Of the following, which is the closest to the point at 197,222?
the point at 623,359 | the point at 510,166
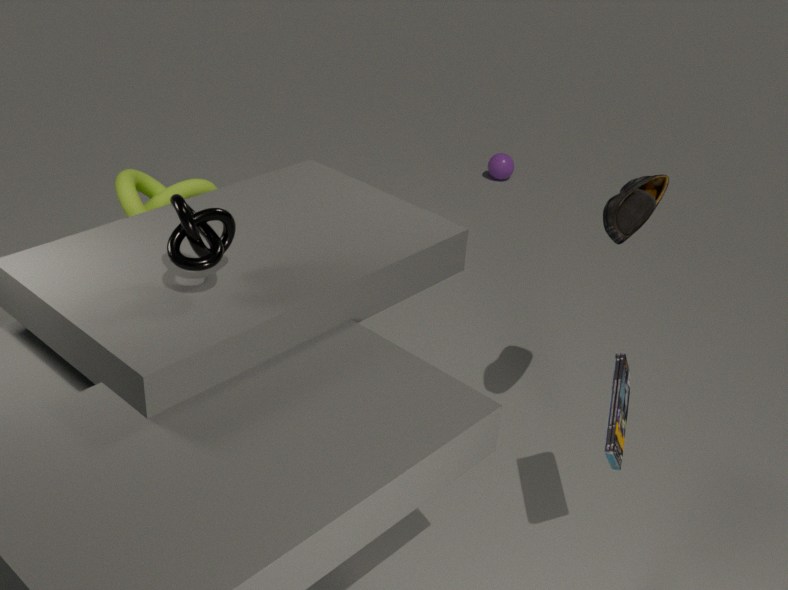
the point at 623,359
